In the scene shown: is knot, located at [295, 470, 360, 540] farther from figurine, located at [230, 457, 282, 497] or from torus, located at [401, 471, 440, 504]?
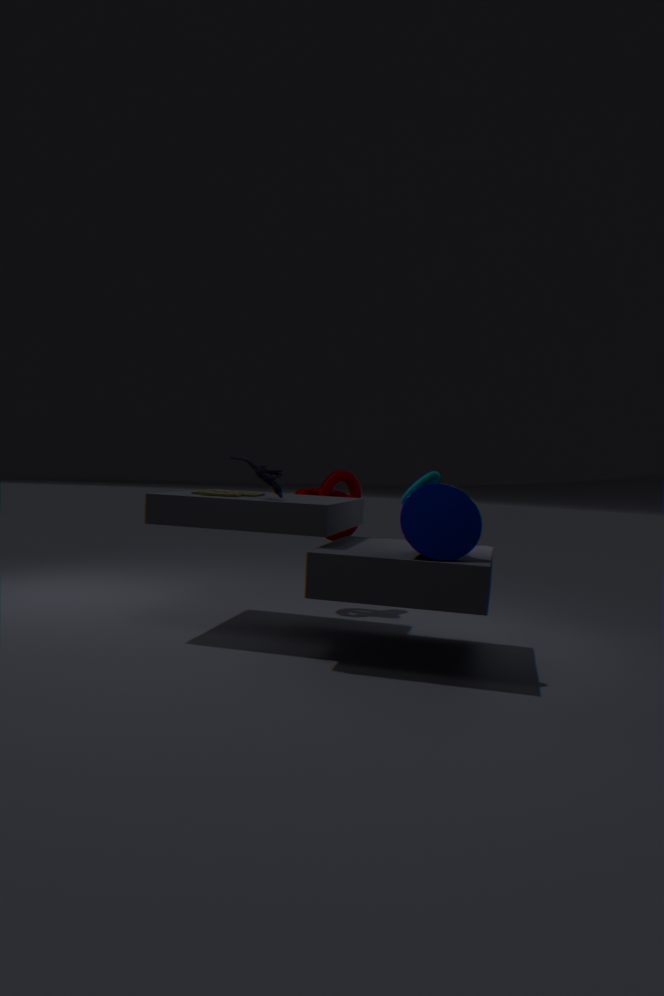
torus, located at [401, 471, 440, 504]
